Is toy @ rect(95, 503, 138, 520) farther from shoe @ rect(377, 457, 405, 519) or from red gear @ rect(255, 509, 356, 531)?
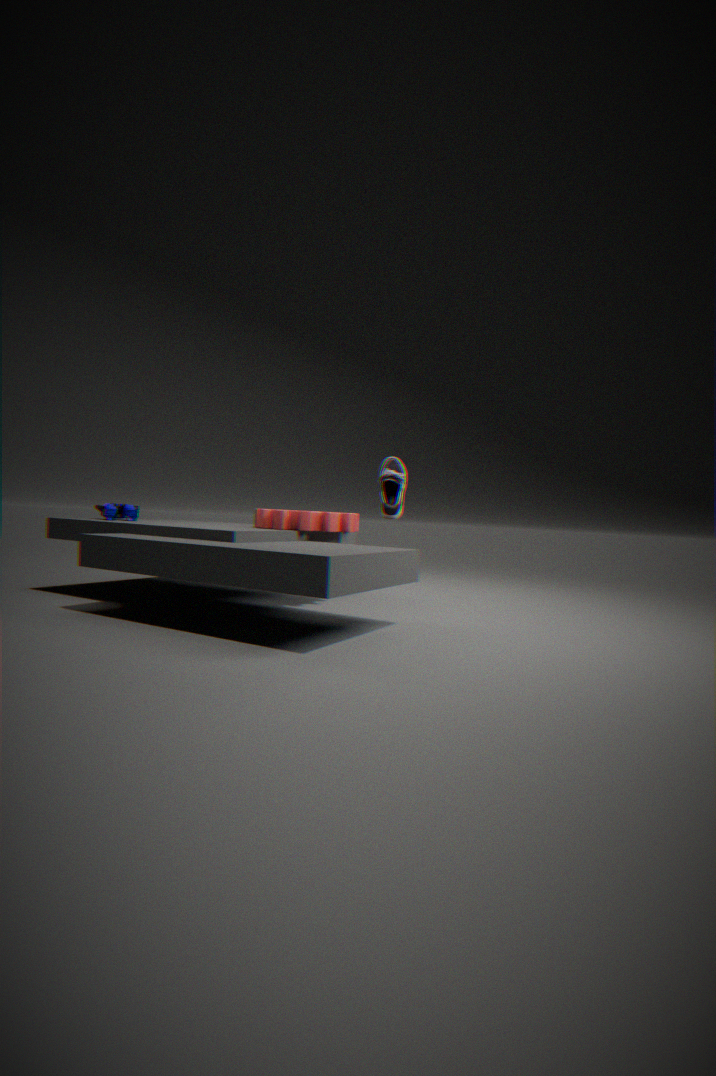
shoe @ rect(377, 457, 405, 519)
